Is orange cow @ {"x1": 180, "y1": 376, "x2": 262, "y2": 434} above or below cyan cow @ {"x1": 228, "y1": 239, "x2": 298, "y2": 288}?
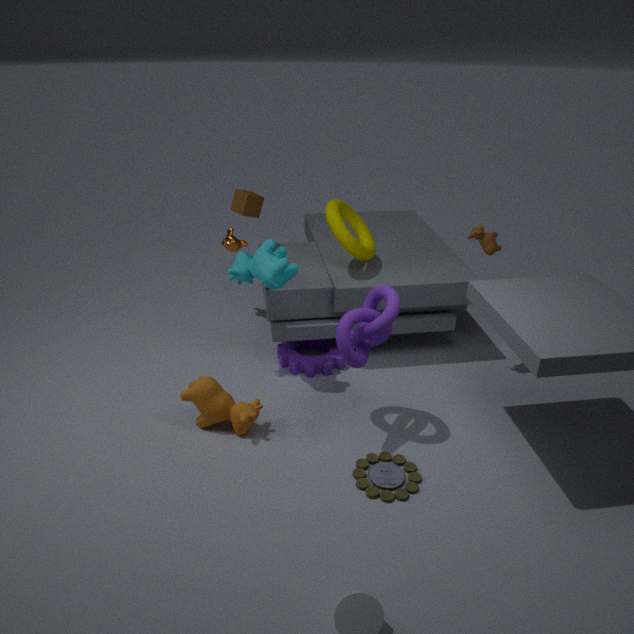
below
